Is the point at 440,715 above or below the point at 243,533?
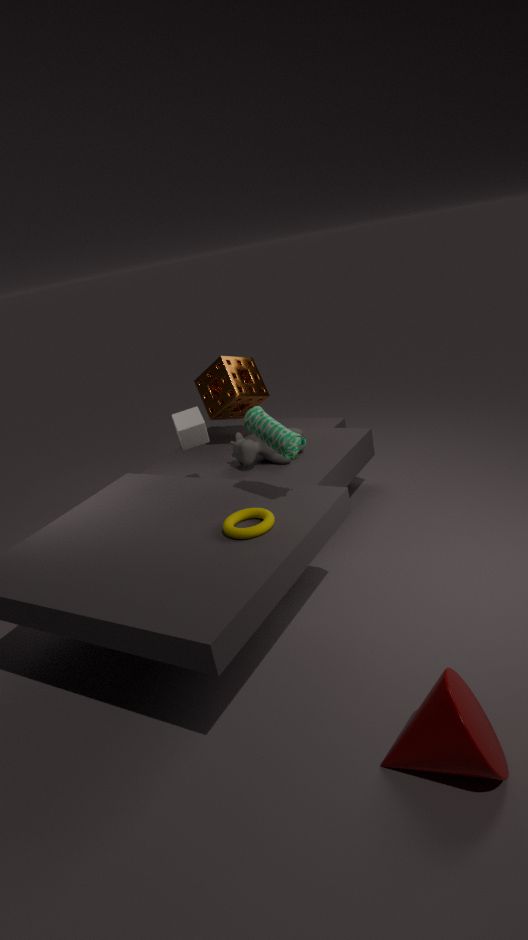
below
